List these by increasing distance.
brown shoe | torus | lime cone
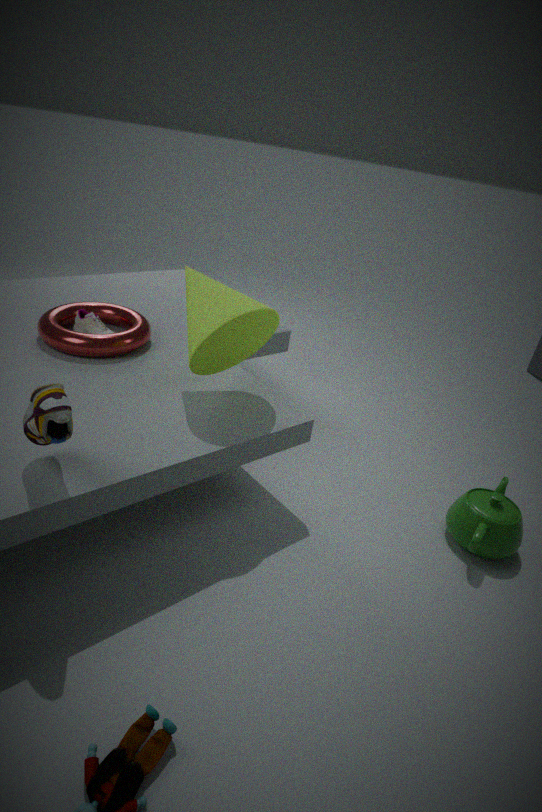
1. brown shoe
2. lime cone
3. torus
